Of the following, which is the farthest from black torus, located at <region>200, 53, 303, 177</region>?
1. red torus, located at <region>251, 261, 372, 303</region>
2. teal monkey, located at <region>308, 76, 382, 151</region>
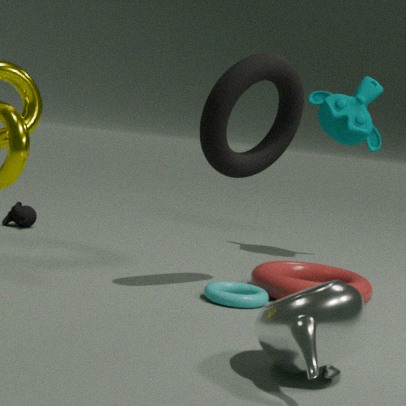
teal monkey, located at <region>308, 76, 382, 151</region>
